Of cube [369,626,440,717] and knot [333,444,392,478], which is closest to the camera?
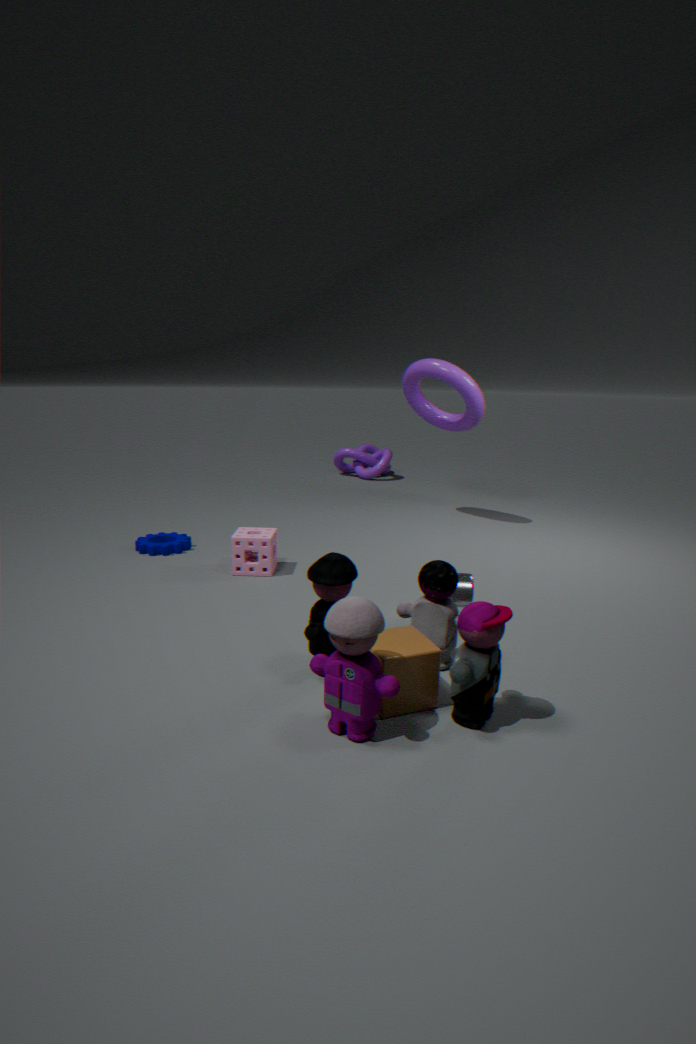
cube [369,626,440,717]
